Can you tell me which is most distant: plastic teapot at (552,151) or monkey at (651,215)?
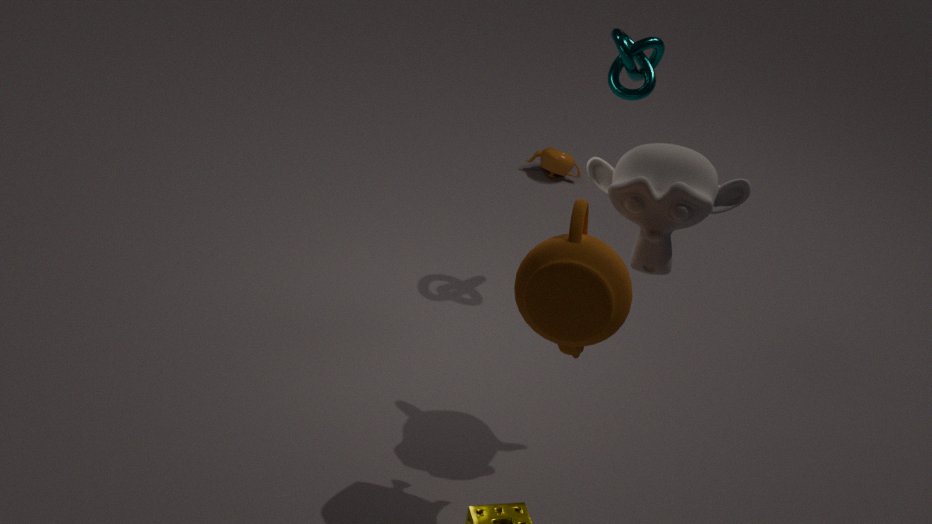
plastic teapot at (552,151)
